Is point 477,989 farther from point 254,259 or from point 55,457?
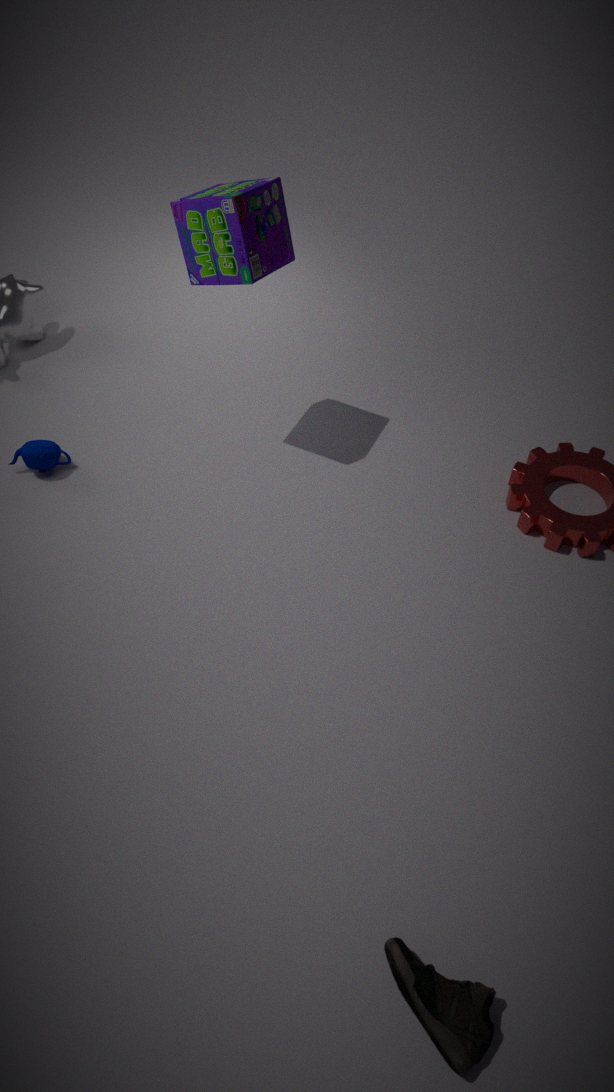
point 254,259
